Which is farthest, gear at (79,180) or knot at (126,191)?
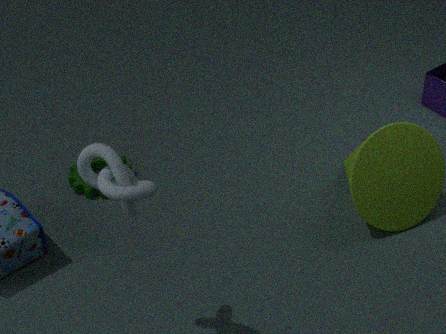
gear at (79,180)
